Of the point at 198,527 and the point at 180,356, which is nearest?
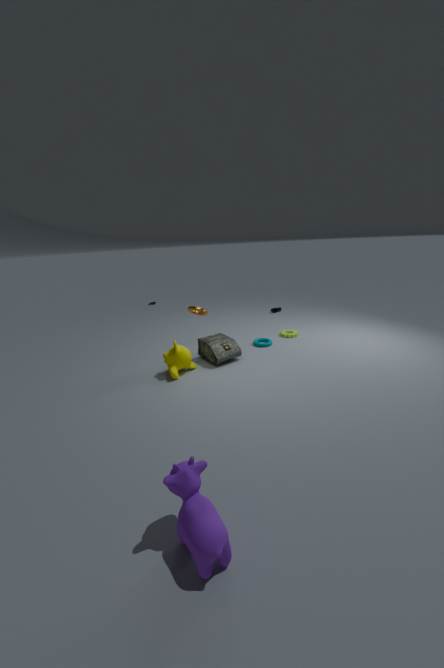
the point at 198,527
